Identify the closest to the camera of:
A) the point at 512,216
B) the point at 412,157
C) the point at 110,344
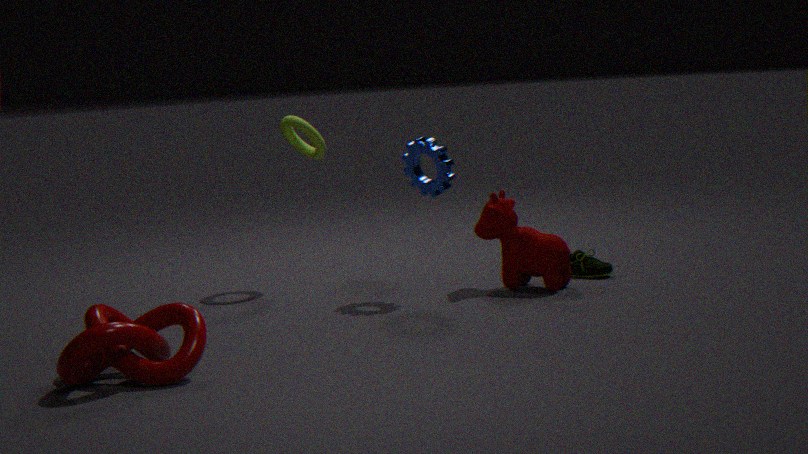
the point at 110,344
